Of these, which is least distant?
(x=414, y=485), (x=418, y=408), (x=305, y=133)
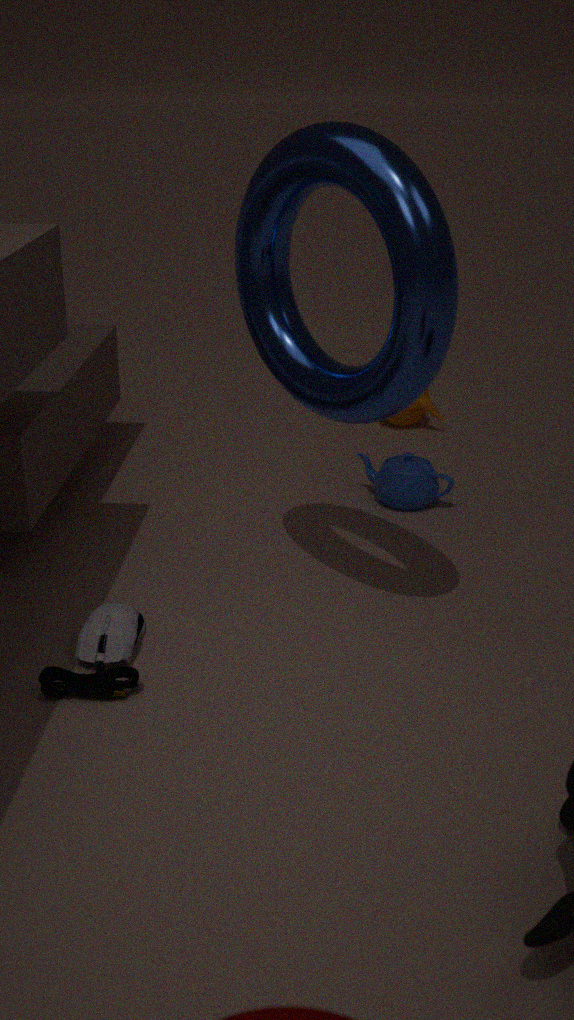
(x=305, y=133)
